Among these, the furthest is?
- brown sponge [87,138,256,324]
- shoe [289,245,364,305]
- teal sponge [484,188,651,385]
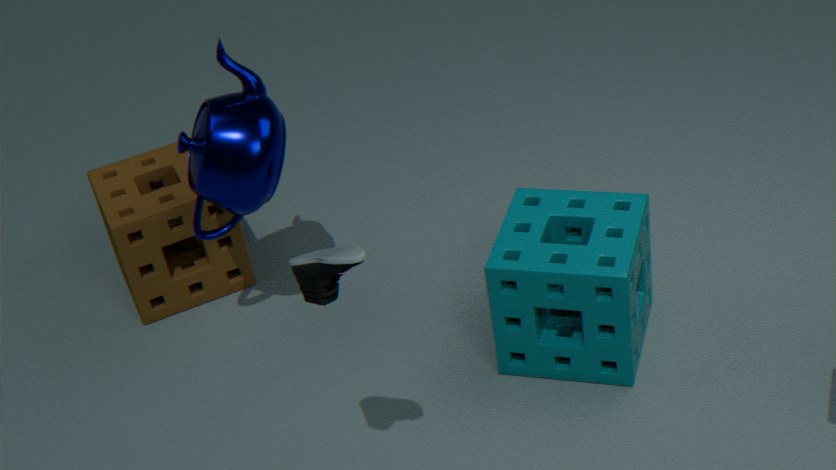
brown sponge [87,138,256,324]
